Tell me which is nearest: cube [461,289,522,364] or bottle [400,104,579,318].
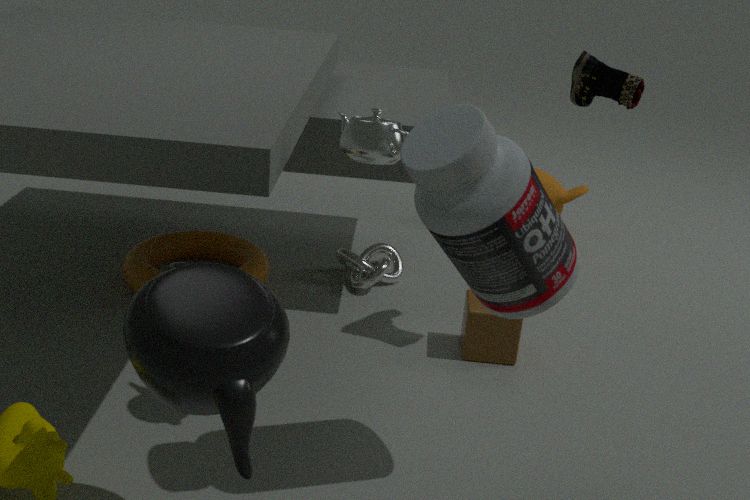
bottle [400,104,579,318]
